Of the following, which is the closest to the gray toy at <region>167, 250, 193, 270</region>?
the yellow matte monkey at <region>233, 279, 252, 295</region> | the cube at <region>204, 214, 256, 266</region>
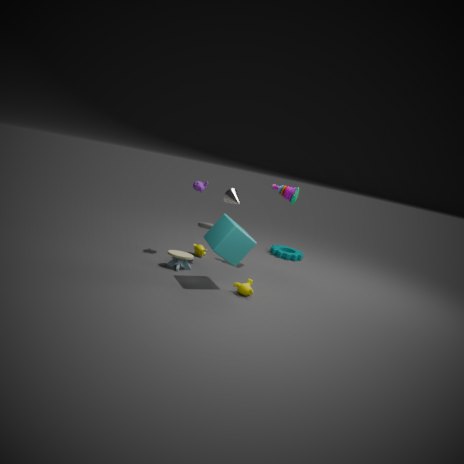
the cube at <region>204, 214, 256, 266</region>
